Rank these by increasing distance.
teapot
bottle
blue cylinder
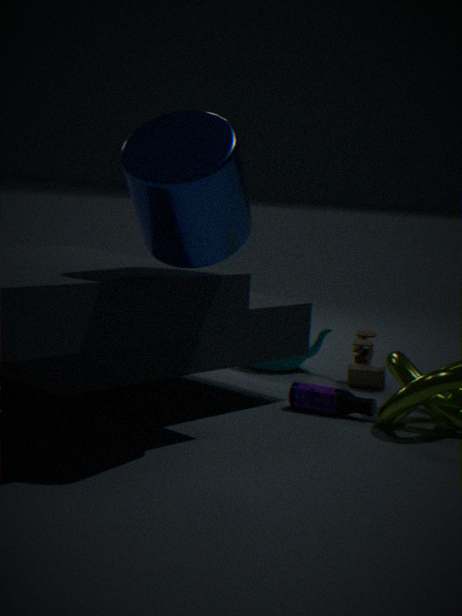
blue cylinder, bottle, teapot
